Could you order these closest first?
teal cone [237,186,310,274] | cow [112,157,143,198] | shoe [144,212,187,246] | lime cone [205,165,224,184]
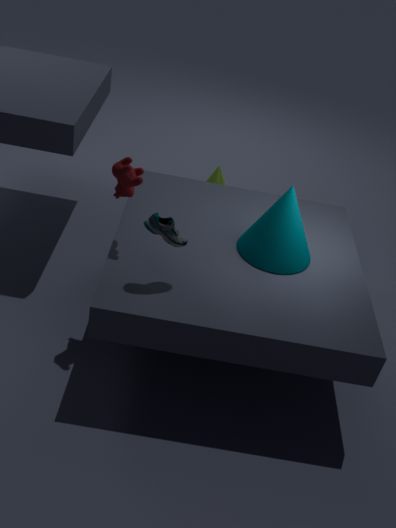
shoe [144,212,187,246] → cow [112,157,143,198] → teal cone [237,186,310,274] → lime cone [205,165,224,184]
